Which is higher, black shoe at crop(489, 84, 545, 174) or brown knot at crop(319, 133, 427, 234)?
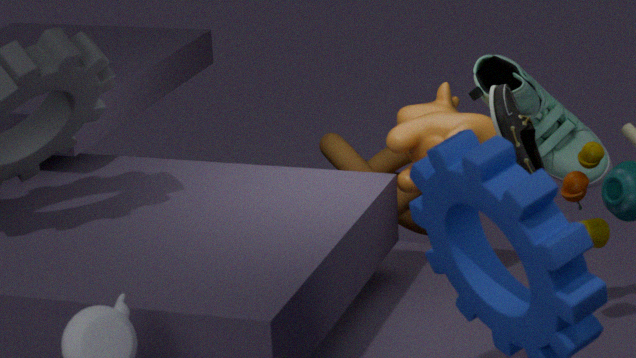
black shoe at crop(489, 84, 545, 174)
